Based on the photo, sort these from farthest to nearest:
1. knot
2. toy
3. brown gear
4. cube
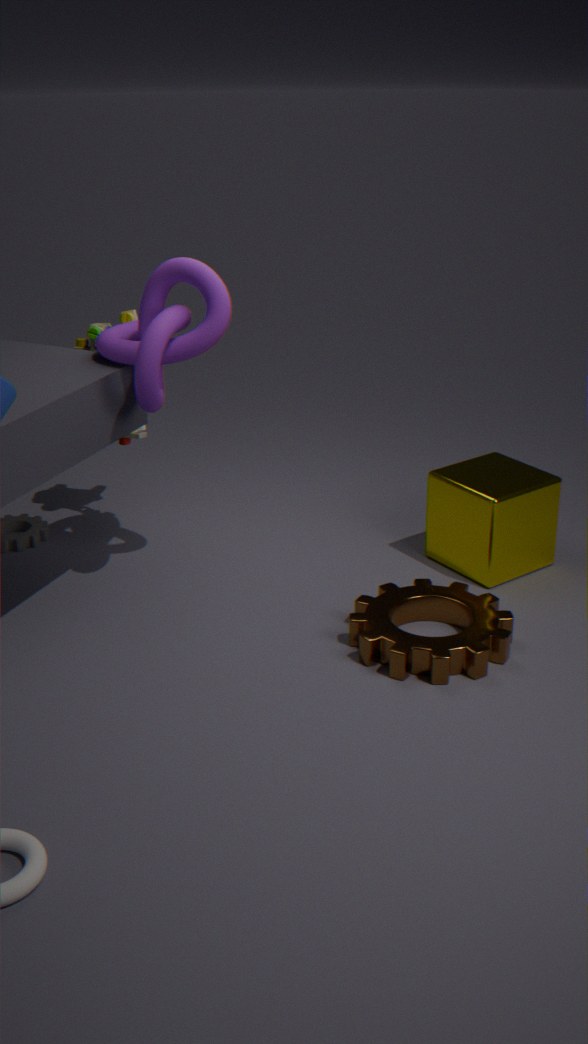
toy < cube < knot < brown gear
